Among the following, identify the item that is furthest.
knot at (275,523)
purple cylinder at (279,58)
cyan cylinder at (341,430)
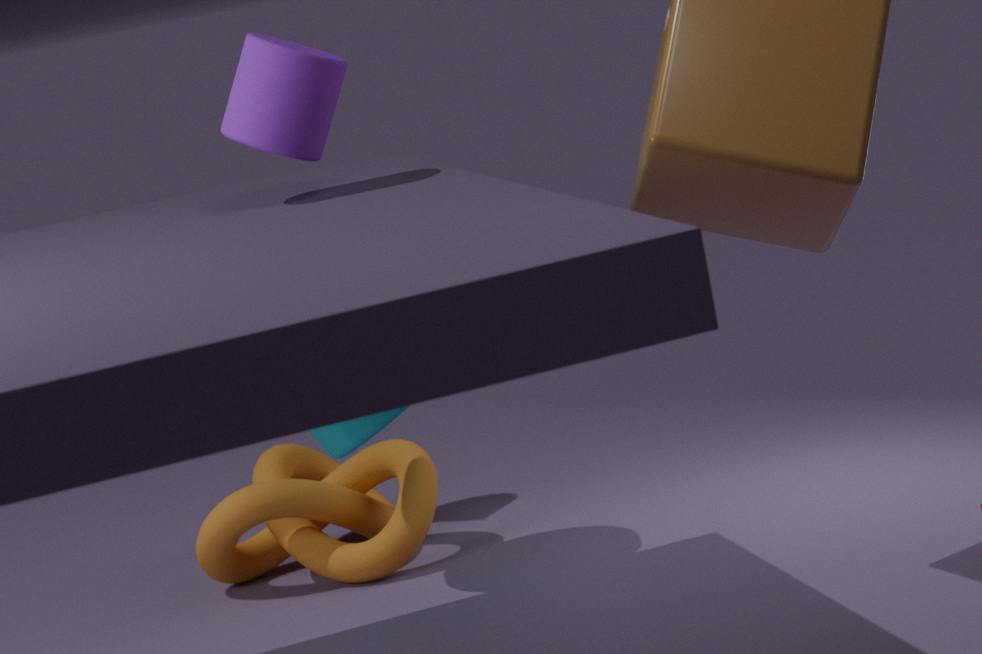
knot at (275,523)
